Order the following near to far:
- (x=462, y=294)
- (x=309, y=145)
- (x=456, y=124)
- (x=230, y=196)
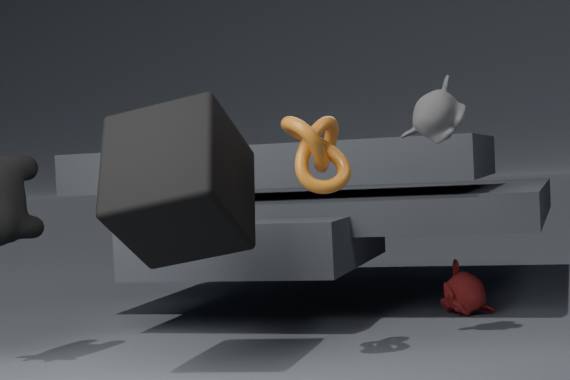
(x=230, y=196) → (x=309, y=145) → (x=456, y=124) → (x=462, y=294)
